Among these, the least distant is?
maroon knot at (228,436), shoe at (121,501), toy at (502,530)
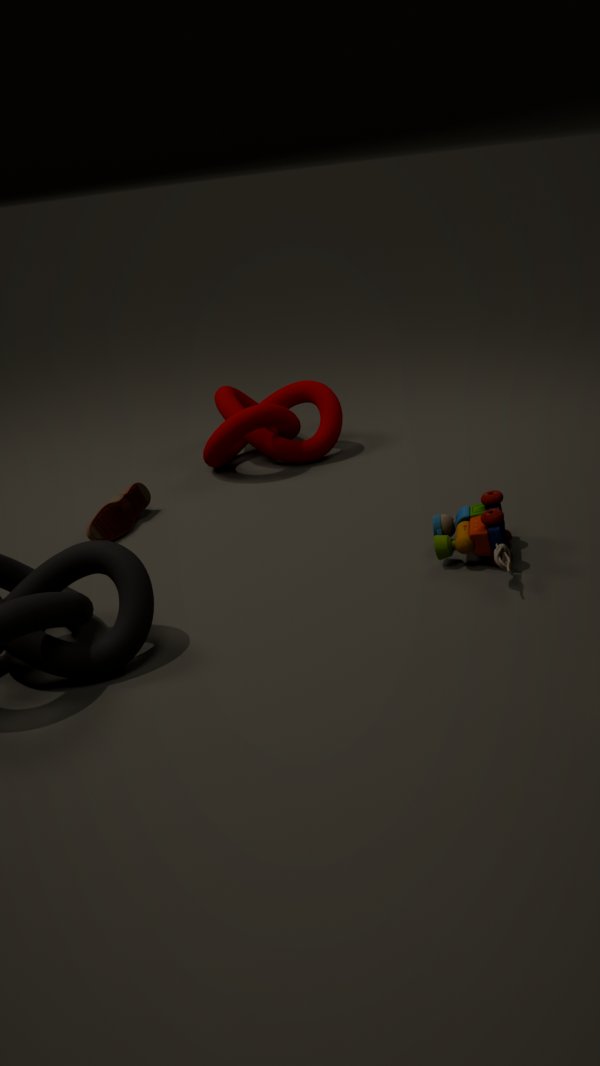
toy at (502,530)
